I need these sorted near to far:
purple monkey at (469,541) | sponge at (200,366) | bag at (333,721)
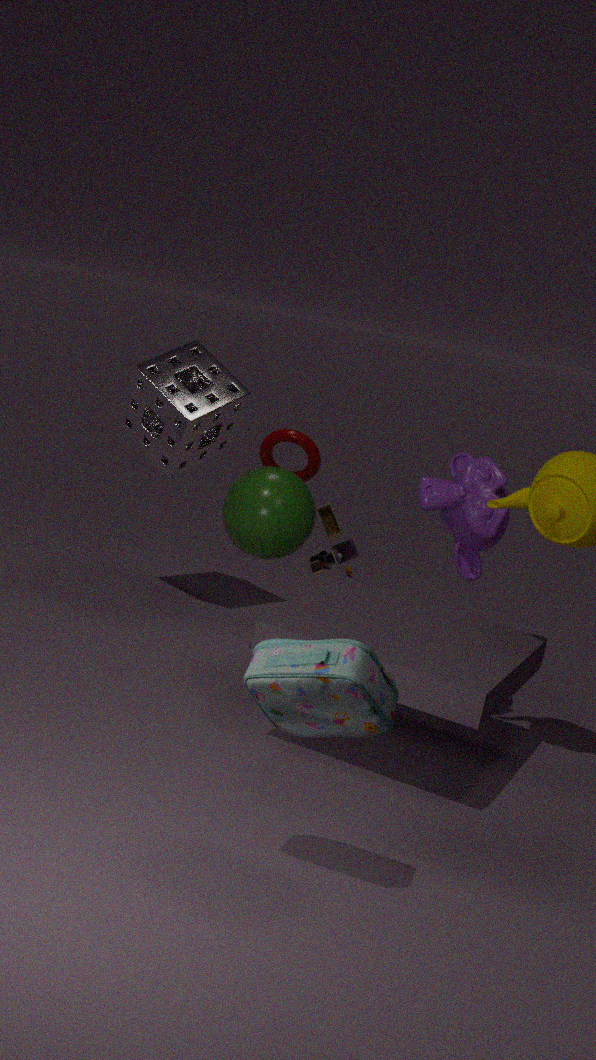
1. bag at (333,721)
2. purple monkey at (469,541)
3. sponge at (200,366)
